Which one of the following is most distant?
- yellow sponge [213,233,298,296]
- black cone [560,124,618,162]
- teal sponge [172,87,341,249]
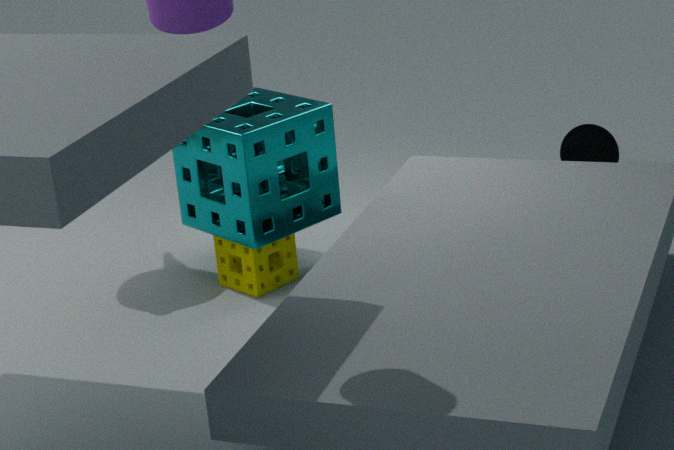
black cone [560,124,618,162]
